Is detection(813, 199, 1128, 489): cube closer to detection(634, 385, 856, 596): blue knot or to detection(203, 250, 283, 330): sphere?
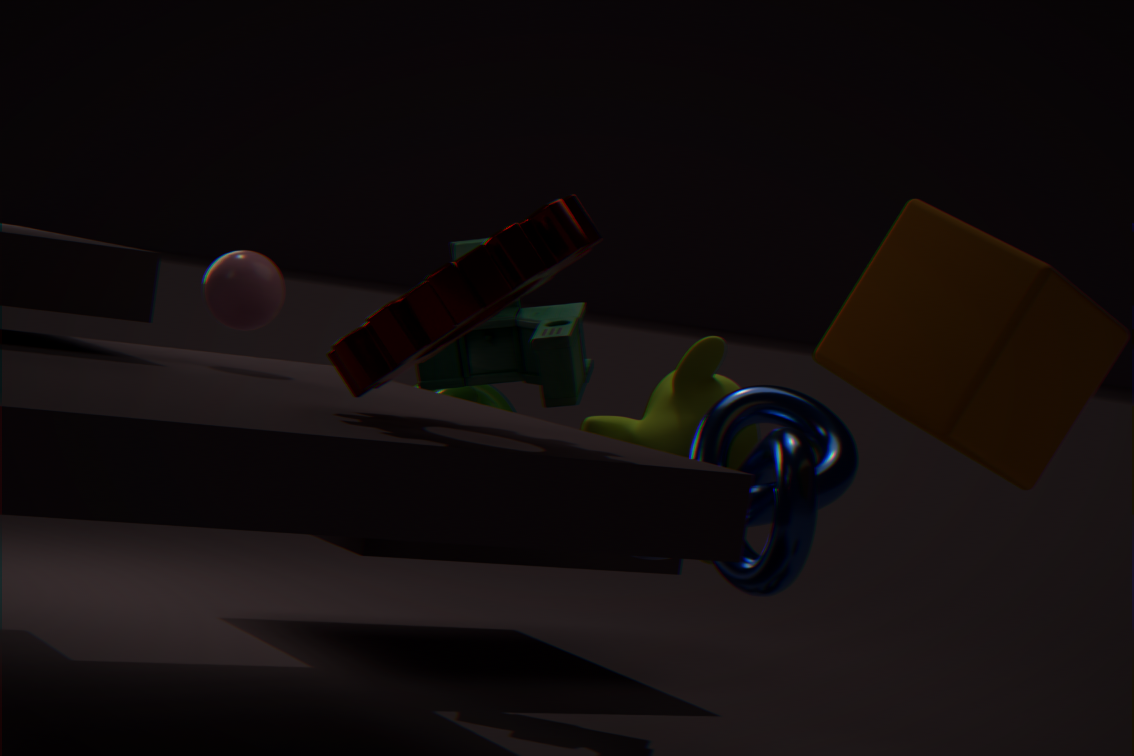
detection(634, 385, 856, 596): blue knot
